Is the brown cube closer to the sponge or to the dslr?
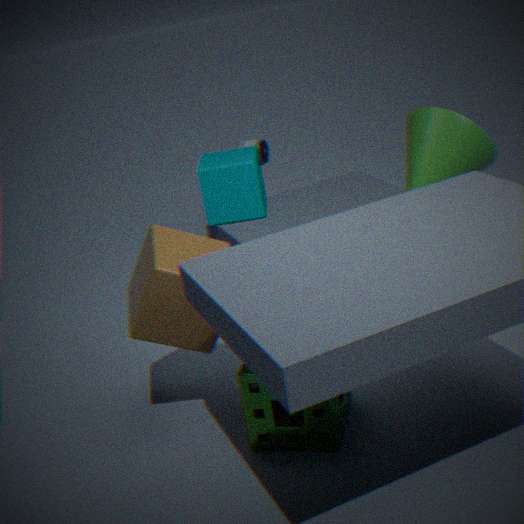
the sponge
